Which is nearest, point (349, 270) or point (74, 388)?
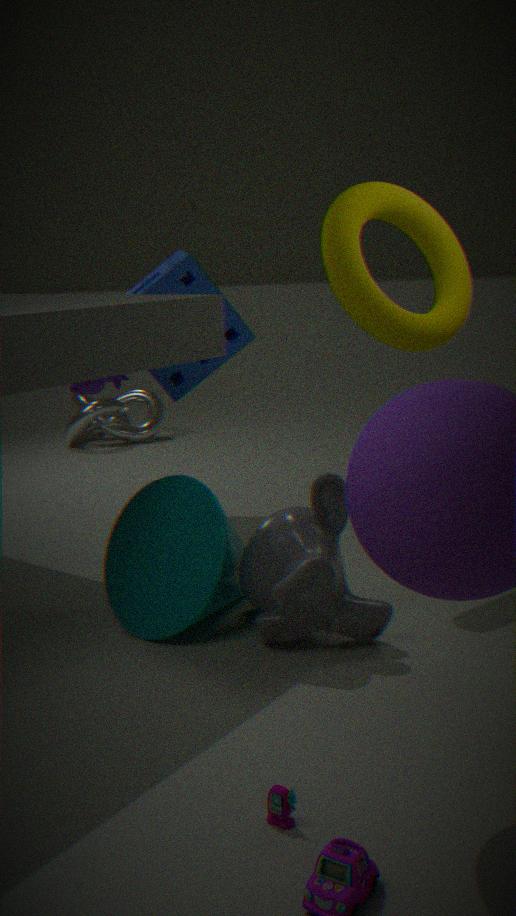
point (349, 270)
